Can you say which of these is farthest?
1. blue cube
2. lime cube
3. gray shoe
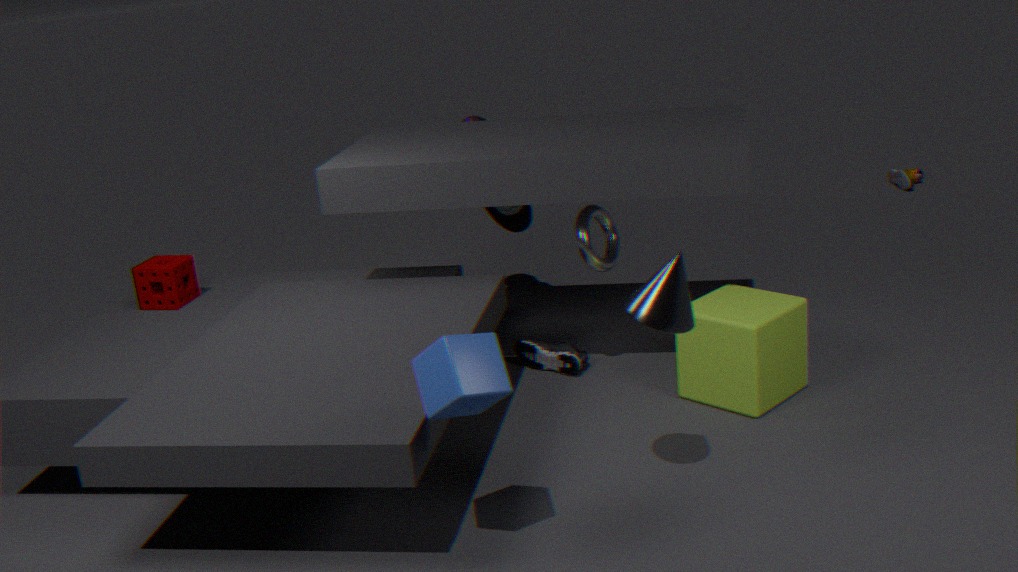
gray shoe
